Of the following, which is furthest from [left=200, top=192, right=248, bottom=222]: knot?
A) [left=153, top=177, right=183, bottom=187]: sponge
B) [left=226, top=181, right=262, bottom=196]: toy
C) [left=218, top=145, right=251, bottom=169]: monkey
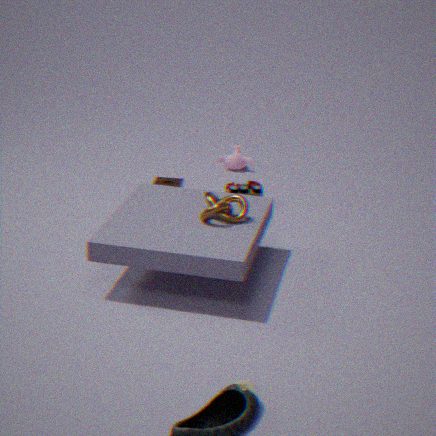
[left=218, top=145, right=251, bottom=169]: monkey
